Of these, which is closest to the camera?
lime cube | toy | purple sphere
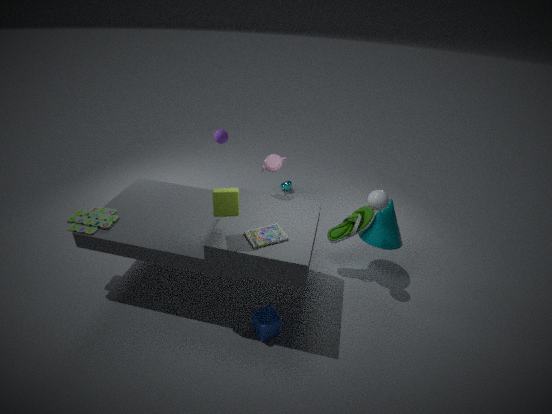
lime cube
